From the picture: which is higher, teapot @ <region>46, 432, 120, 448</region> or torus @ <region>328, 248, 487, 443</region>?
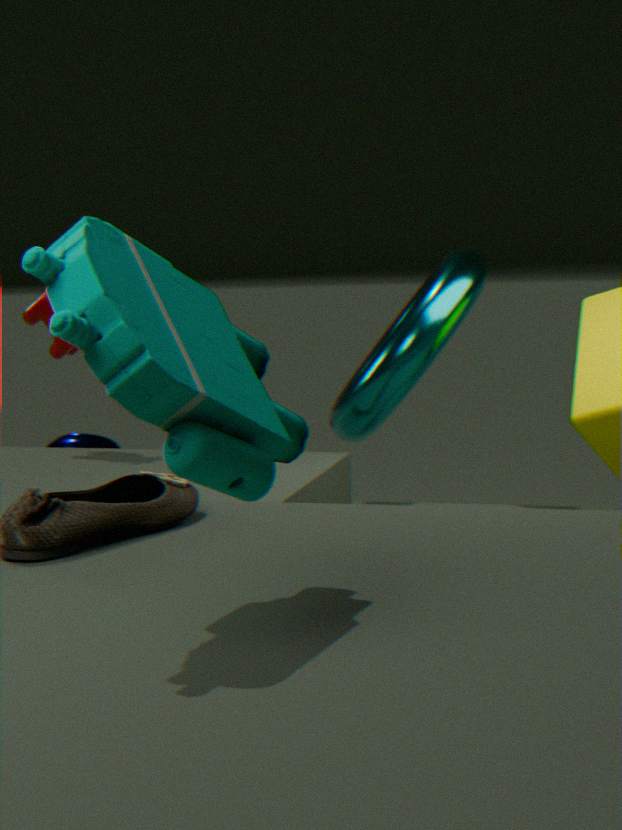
torus @ <region>328, 248, 487, 443</region>
